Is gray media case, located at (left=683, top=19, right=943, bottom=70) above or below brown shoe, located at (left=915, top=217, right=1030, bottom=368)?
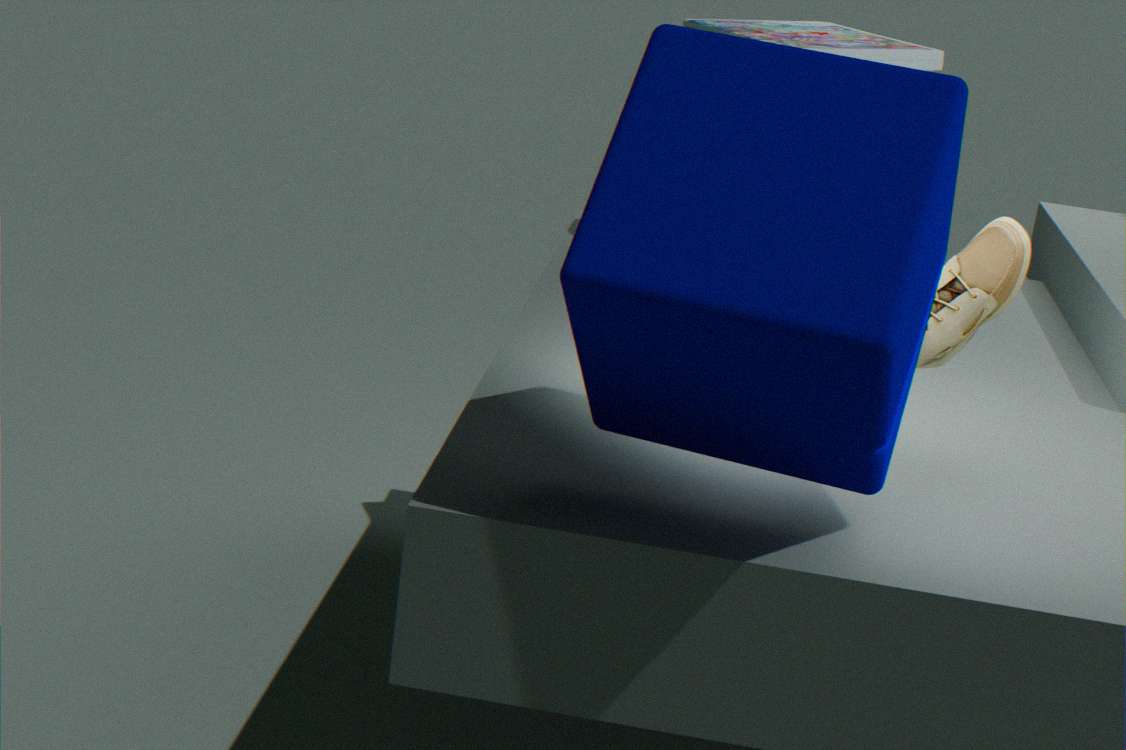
above
